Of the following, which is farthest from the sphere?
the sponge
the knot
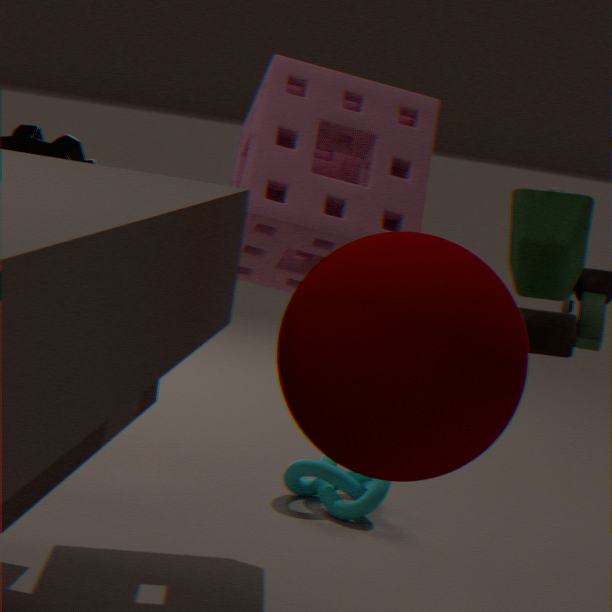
the knot
